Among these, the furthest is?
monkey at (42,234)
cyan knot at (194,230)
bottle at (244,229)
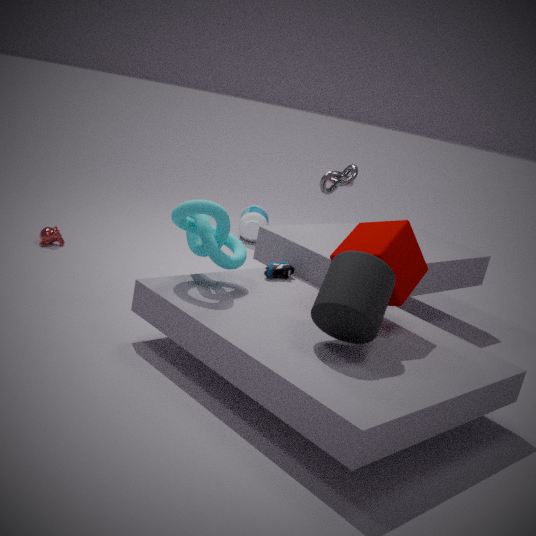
bottle at (244,229)
